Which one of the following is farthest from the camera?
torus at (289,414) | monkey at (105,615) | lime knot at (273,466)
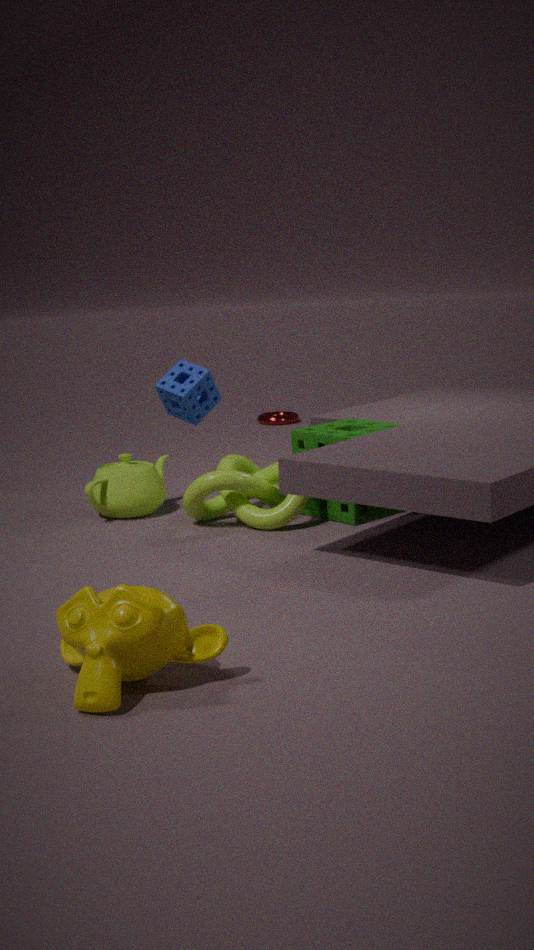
torus at (289,414)
